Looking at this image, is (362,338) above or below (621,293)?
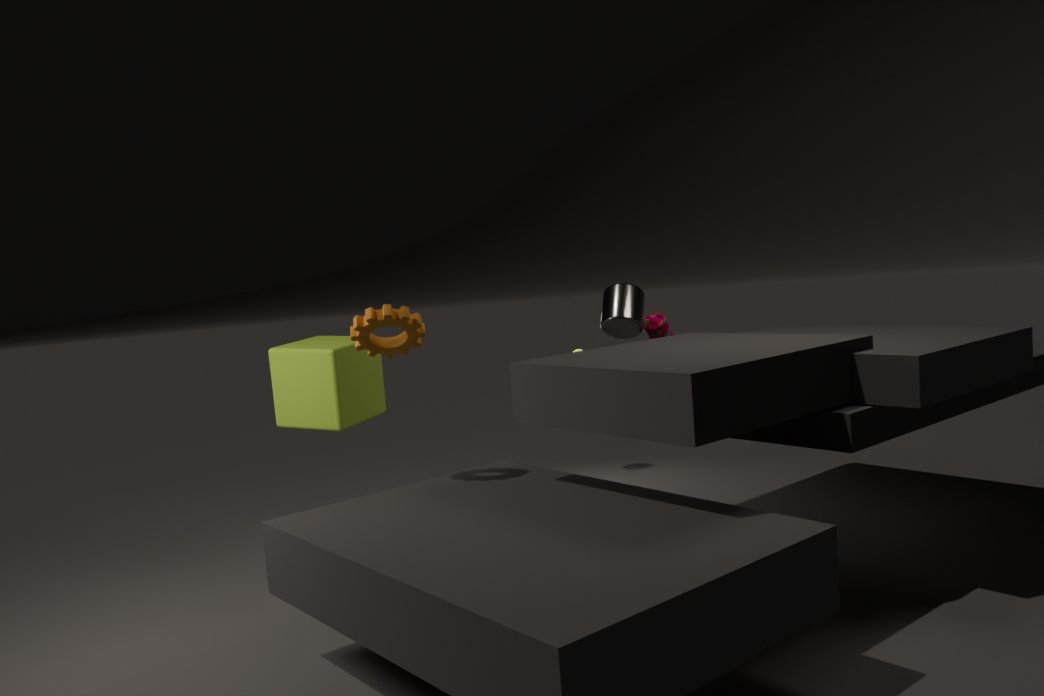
above
